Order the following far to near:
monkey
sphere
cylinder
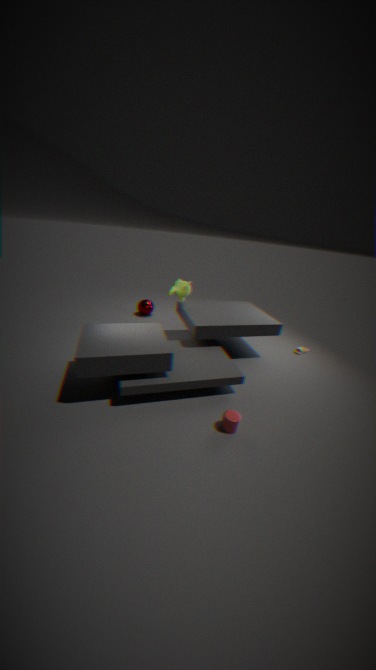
sphere < monkey < cylinder
